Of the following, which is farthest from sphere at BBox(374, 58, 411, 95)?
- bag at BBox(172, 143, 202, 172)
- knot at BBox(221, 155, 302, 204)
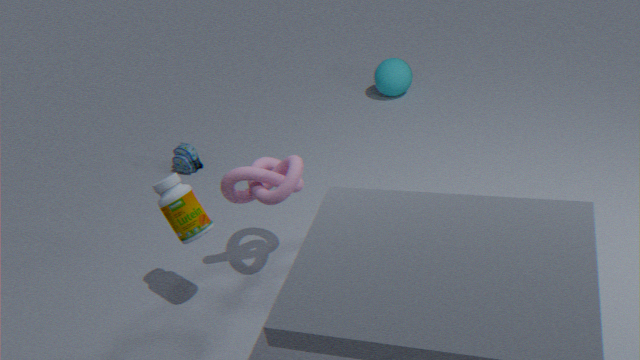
knot at BBox(221, 155, 302, 204)
